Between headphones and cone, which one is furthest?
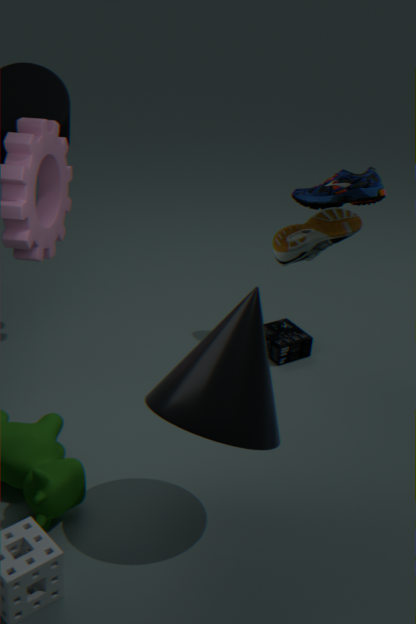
headphones
